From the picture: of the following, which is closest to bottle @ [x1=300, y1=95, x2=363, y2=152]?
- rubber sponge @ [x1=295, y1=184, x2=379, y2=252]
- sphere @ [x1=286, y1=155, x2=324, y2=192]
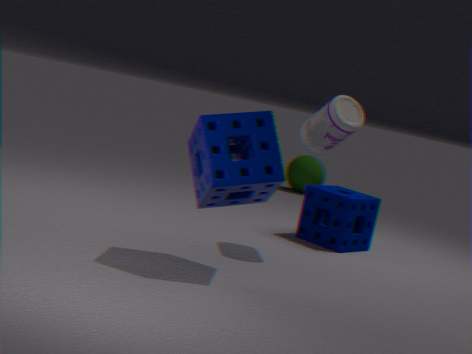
rubber sponge @ [x1=295, y1=184, x2=379, y2=252]
